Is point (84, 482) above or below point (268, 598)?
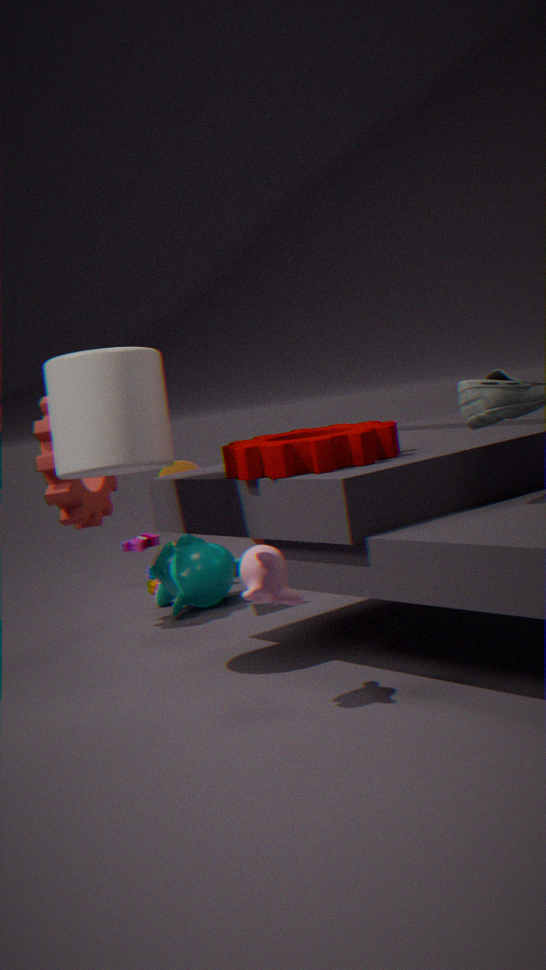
above
